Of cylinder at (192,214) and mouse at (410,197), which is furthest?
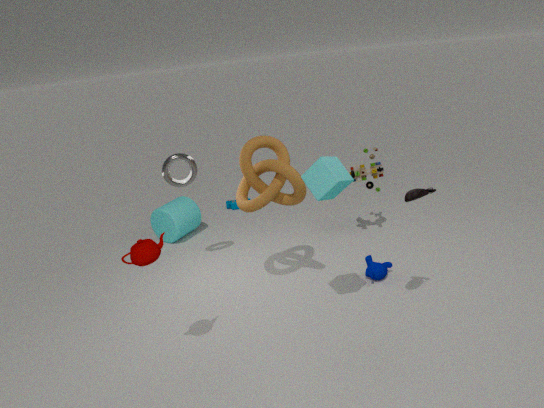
cylinder at (192,214)
